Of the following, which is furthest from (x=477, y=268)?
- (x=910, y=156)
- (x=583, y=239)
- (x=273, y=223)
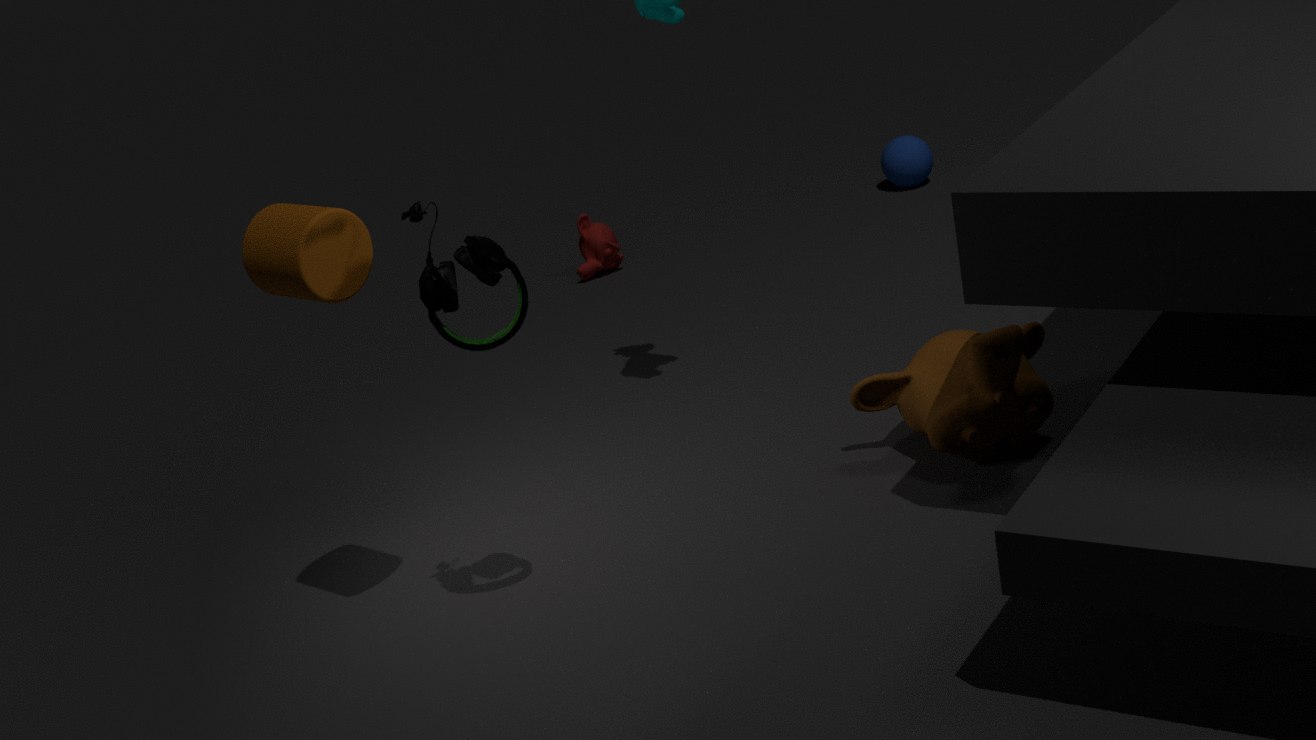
(x=910, y=156)
